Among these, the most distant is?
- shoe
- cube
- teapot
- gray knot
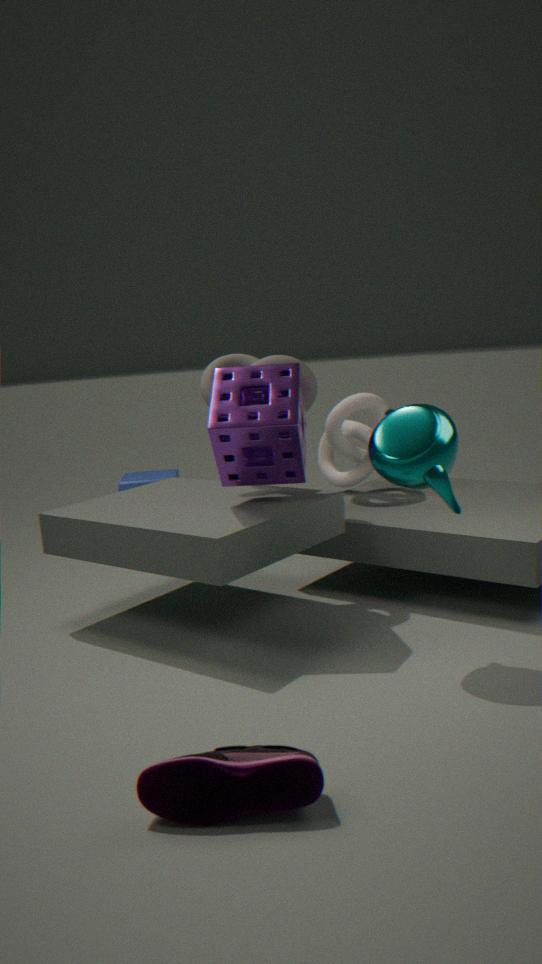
cube
